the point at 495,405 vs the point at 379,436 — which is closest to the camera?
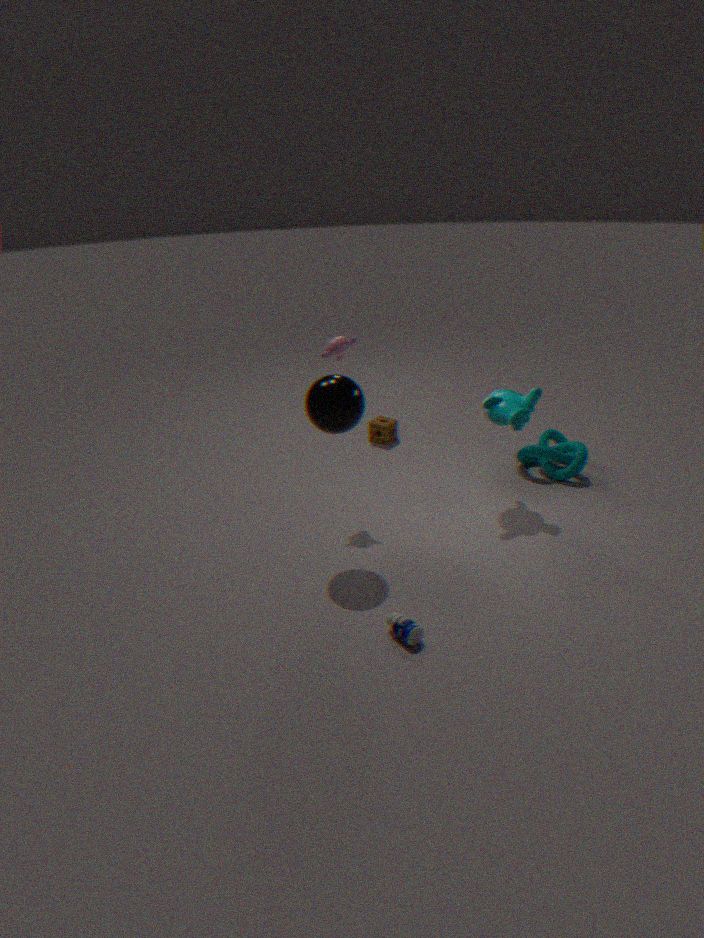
the point at 495,405
